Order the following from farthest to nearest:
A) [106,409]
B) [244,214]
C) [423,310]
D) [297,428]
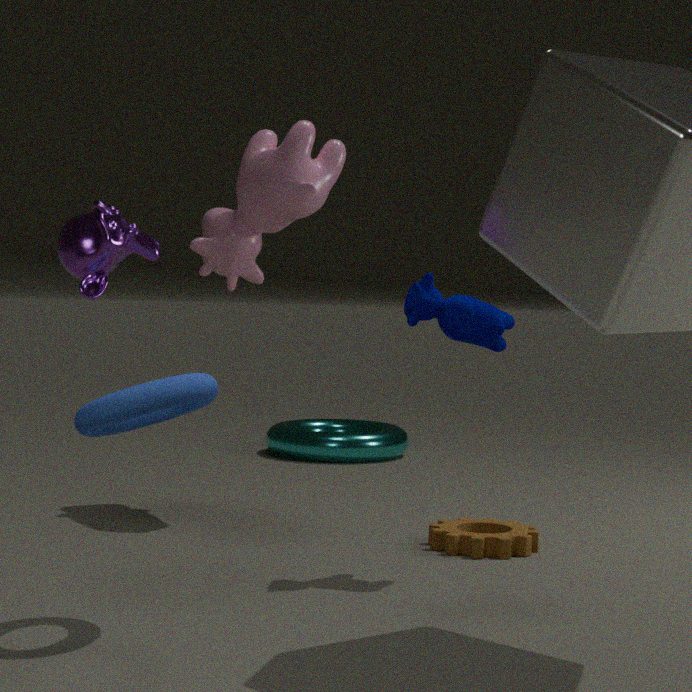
[297,428], [244,214], [423,310], [106,409]
